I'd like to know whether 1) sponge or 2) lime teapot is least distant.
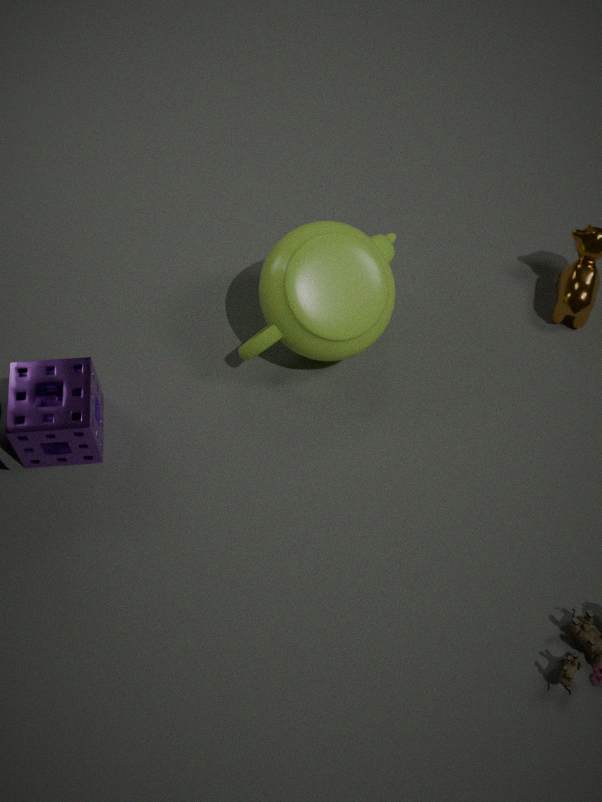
1. sponge
